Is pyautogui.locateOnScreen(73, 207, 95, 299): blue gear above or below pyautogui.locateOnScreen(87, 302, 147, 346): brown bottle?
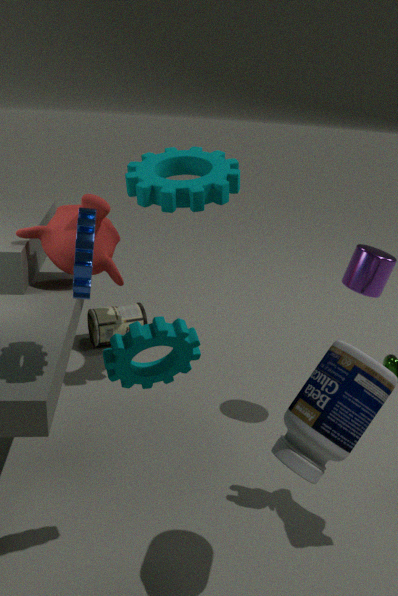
above
